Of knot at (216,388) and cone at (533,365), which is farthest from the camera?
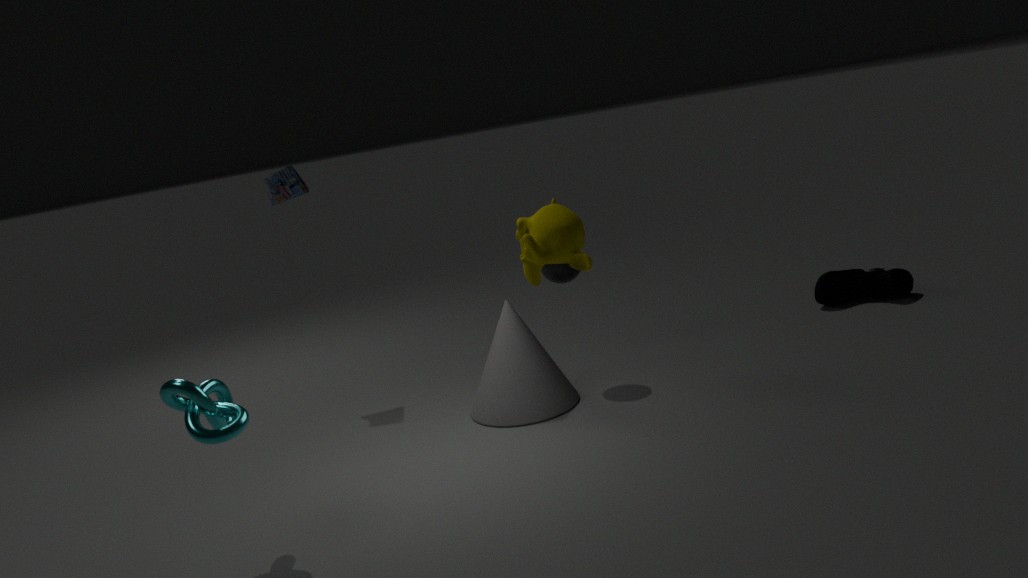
cone at (533,365)
